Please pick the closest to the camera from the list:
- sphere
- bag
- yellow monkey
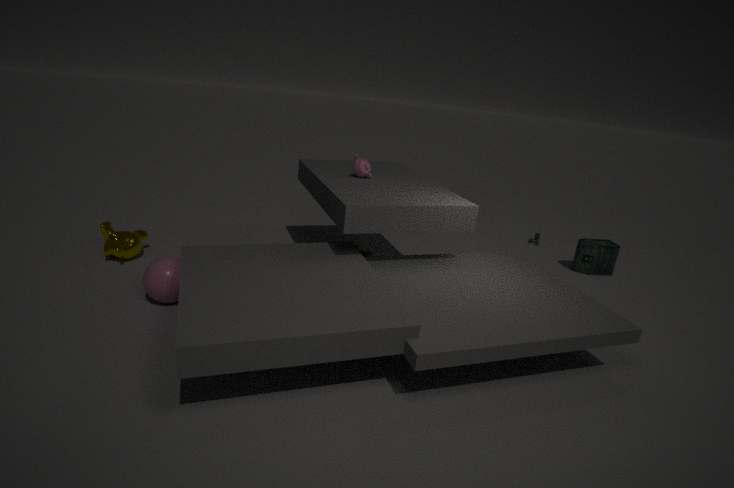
sphere
